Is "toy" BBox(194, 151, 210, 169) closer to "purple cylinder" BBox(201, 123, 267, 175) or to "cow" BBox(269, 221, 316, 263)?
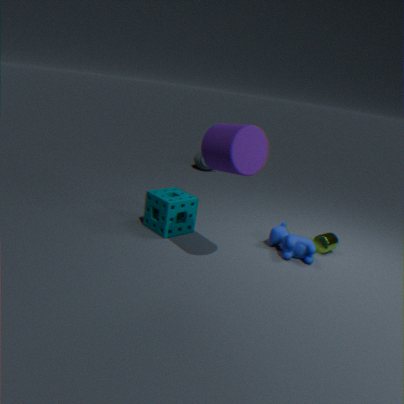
"cow" BBox(269, 221, 316, 263)
